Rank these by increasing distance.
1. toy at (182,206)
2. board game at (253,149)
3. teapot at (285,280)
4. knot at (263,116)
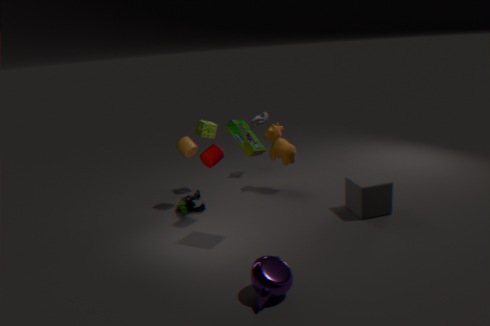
teapot at (285,280), board game at (253,149), toy at (182,206), knot at (263,116)
